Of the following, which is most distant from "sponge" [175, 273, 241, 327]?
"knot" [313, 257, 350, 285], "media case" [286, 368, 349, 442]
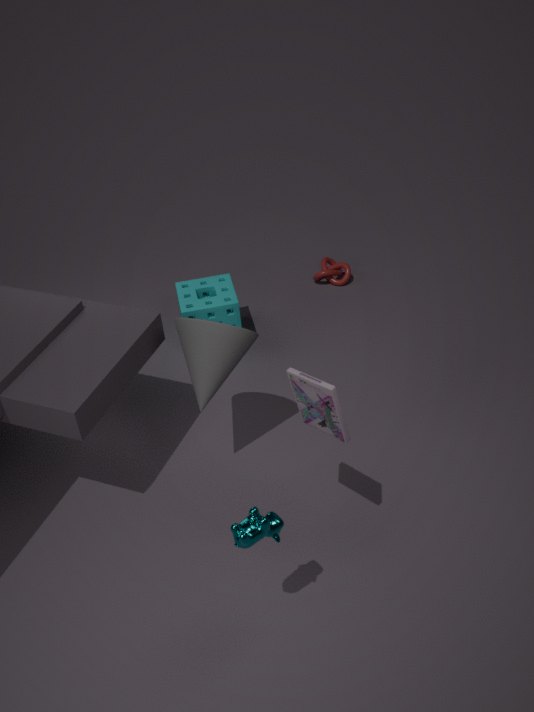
"media case" [286, 368, 349, 442]
